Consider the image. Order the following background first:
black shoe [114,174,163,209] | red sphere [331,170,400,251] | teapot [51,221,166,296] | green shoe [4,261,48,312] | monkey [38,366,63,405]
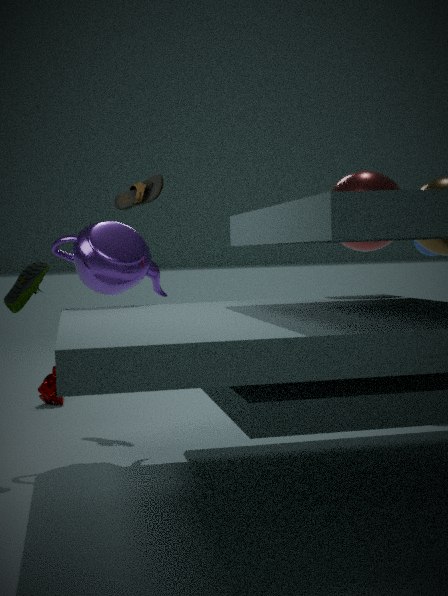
monkey [38,366,63,405]
black shoe [114,174,163,209]
red sphere [331,170,400,251]
teapot [51,221,166,296]
green shoe [4,261,48,312]
